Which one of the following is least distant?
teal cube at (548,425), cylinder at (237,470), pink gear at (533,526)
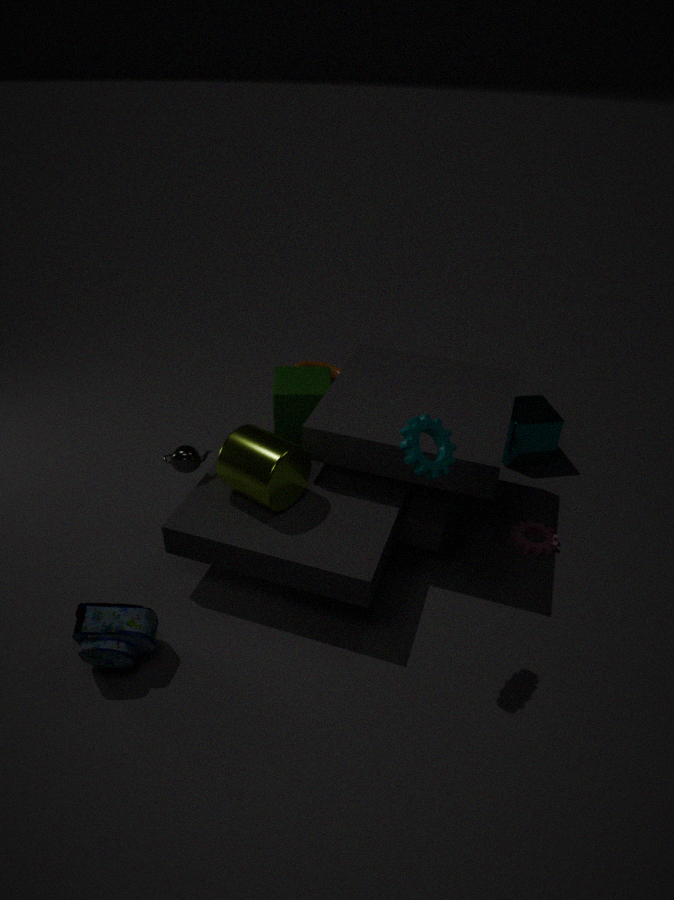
cylinder at (237,470)
